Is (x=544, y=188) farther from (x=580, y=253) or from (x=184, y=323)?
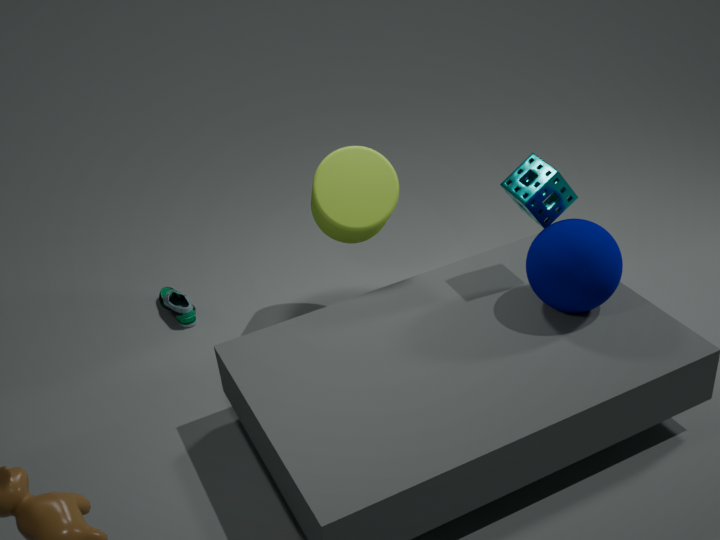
(x=184, y=323)
